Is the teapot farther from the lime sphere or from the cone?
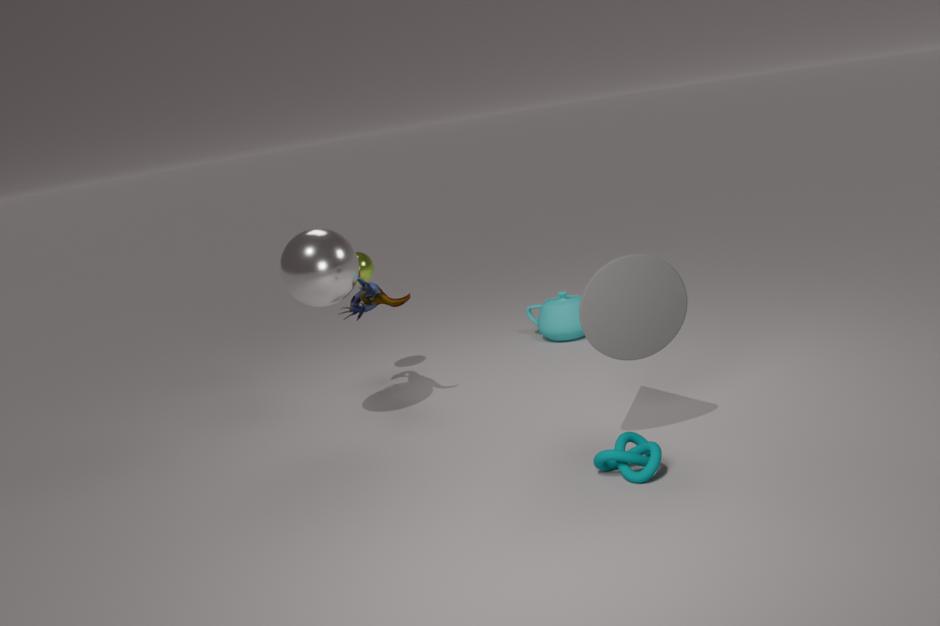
the cone
